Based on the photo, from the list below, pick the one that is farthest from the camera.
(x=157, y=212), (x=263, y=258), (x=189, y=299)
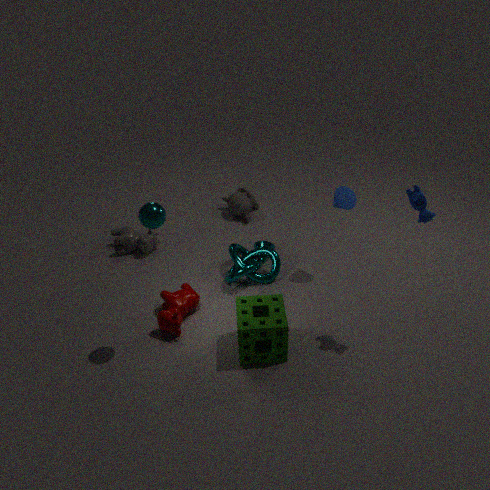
(x=263, y=258)
